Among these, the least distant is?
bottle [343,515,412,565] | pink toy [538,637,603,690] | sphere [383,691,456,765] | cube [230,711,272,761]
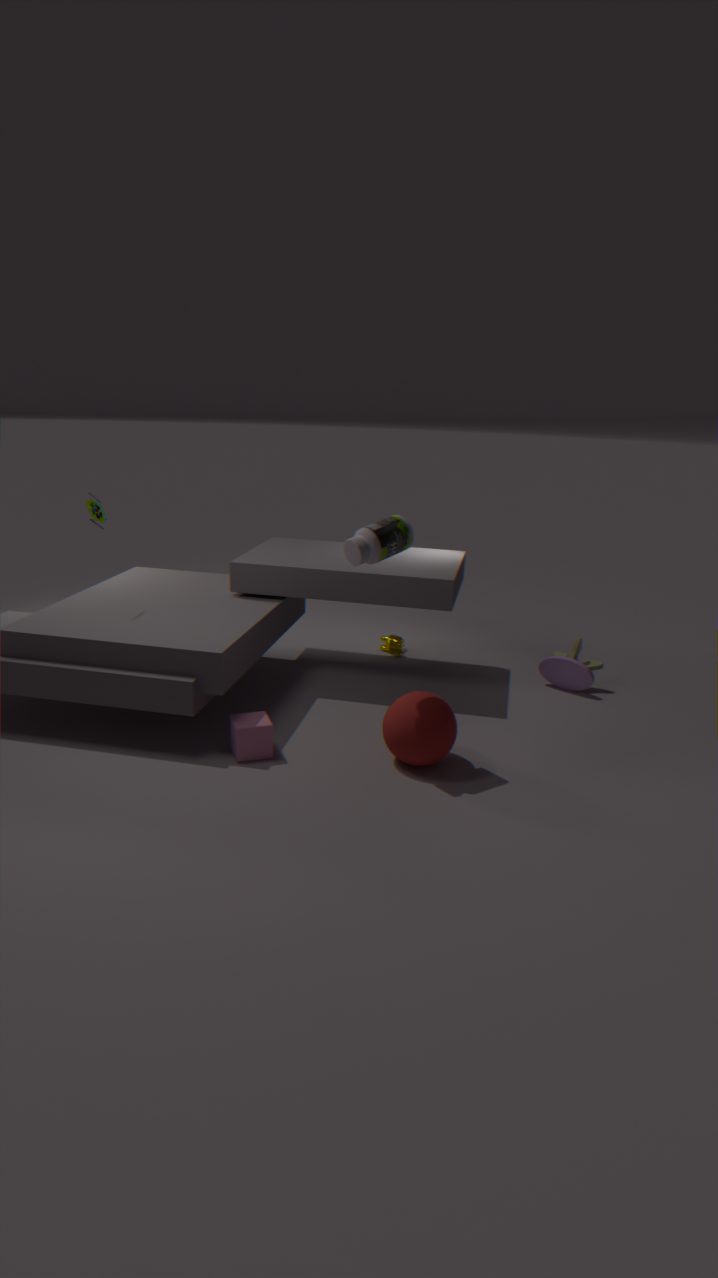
bottle [343,515,412,565]
